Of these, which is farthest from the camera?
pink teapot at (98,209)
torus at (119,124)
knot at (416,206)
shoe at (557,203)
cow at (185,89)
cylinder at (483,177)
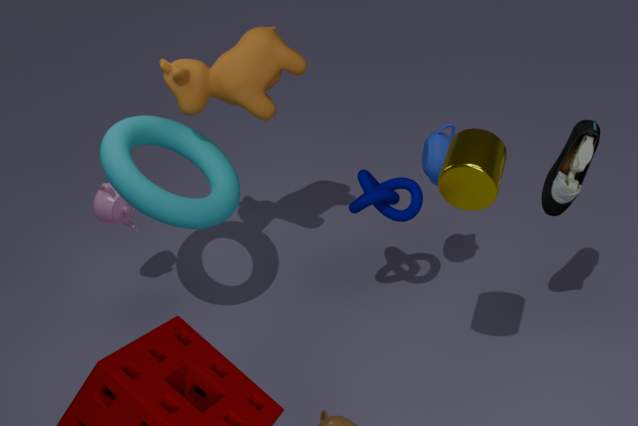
pink teapot at (98,209)
